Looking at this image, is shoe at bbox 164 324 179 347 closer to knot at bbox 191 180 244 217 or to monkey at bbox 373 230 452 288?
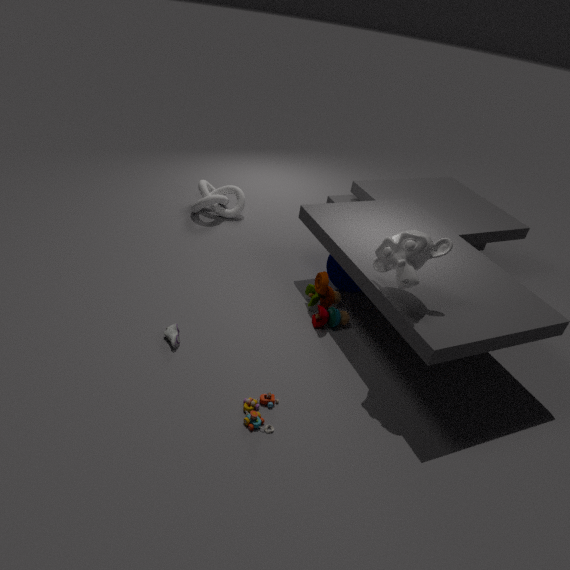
monkey at bbox 373 230 452 288
